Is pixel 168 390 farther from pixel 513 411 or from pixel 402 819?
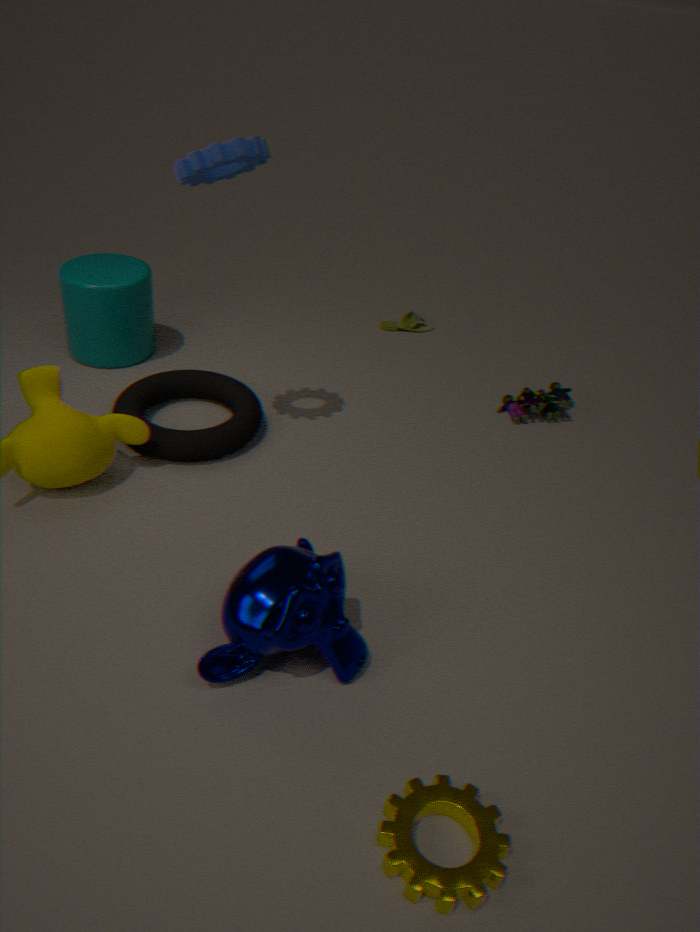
pixel 402 819
